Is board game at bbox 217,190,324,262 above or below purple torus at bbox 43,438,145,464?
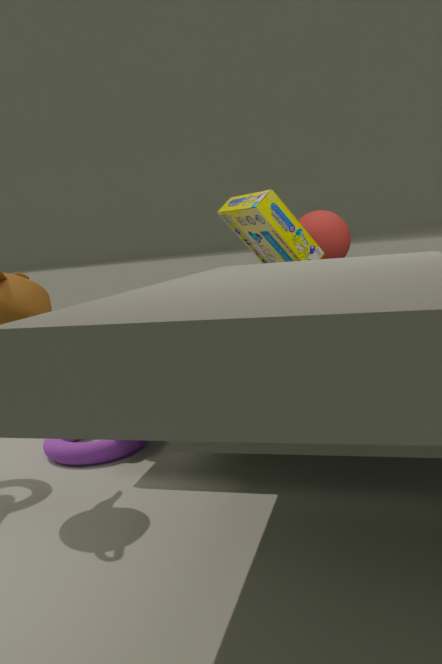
above
